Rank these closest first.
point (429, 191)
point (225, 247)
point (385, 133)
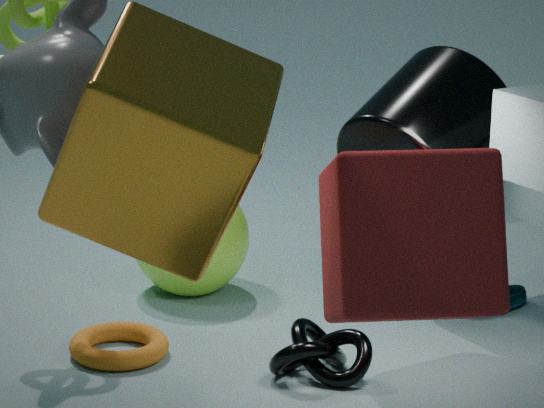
1. point (429, 191)
2. point (385, 133)
3. point (225, 247)
